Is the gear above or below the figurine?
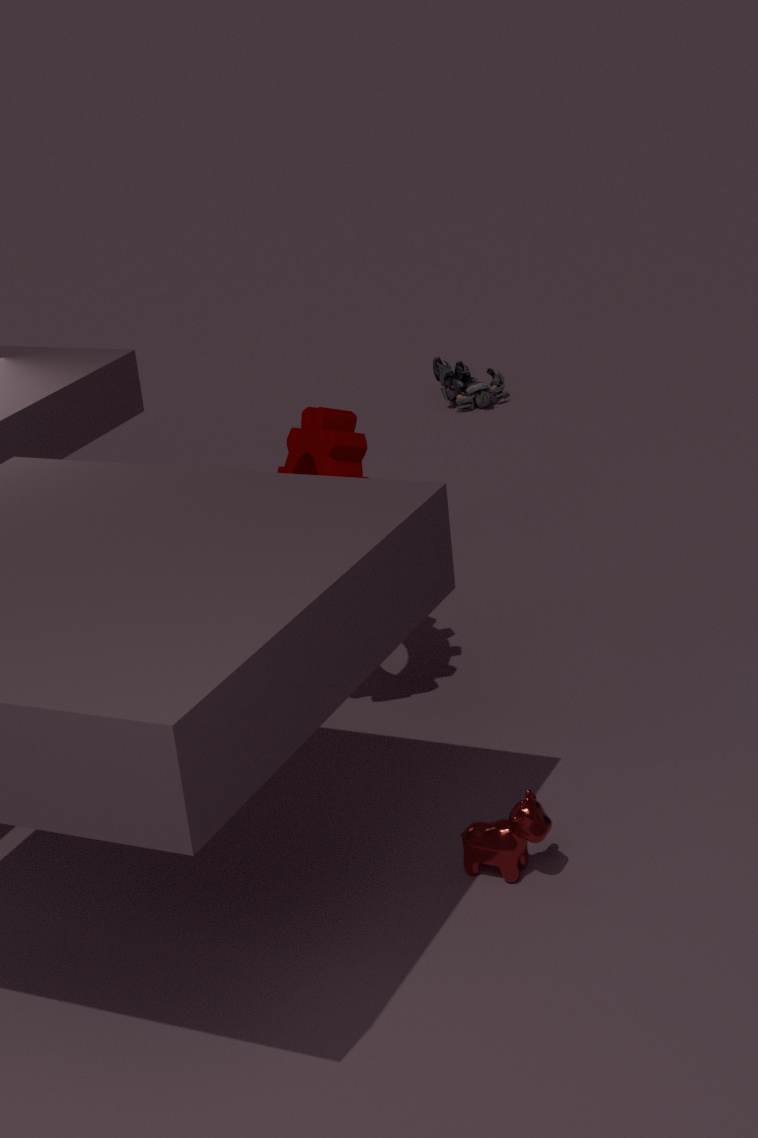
above
